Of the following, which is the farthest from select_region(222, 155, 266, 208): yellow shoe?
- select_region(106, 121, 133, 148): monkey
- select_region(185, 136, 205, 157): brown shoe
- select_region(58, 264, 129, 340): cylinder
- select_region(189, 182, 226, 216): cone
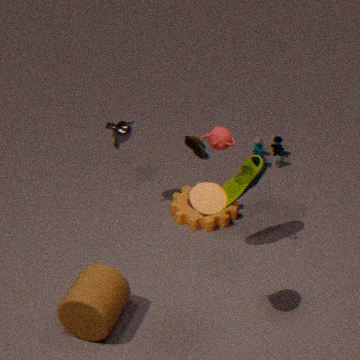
select_region(185, 136, 205, 157): brown shoe
